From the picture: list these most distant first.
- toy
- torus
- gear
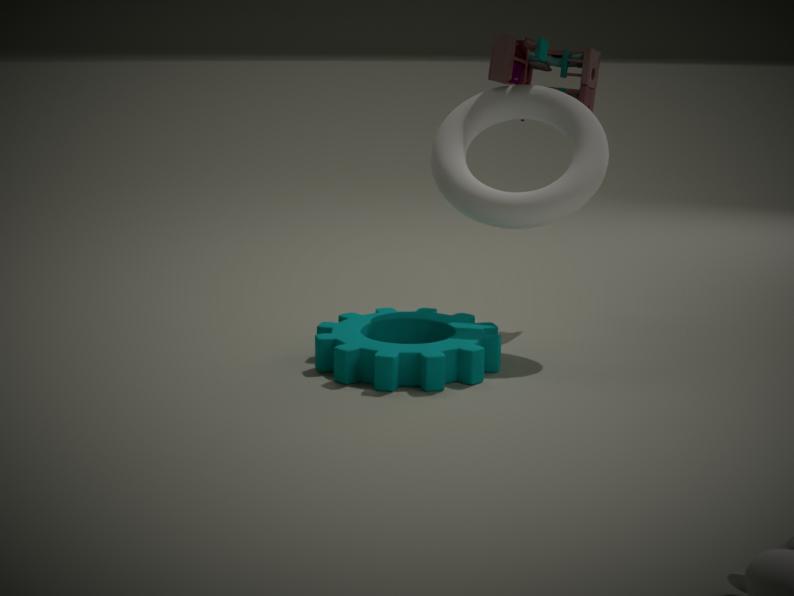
toy, torus, gear
